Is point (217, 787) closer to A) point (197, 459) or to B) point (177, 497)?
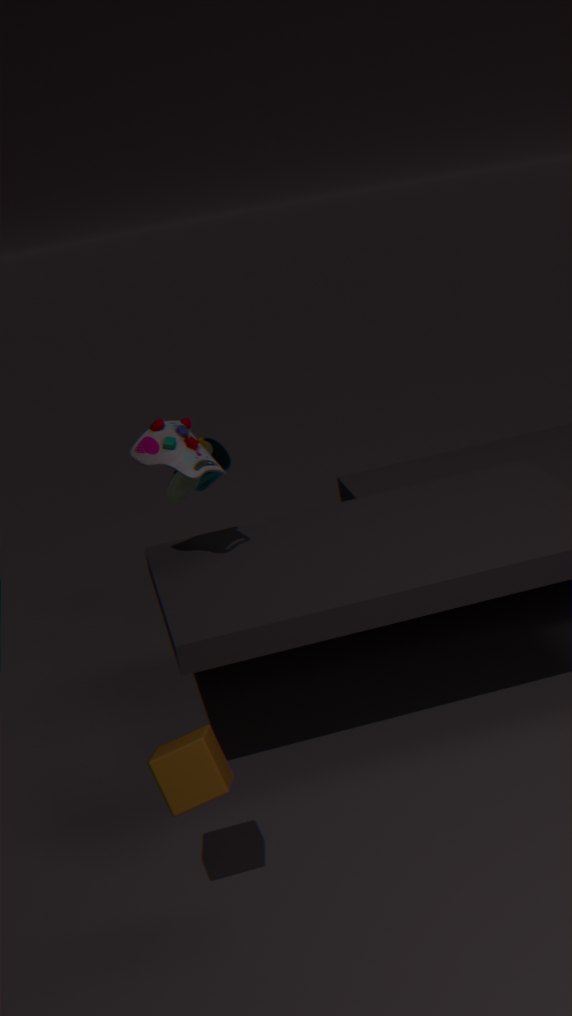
A) point (197, 459)
